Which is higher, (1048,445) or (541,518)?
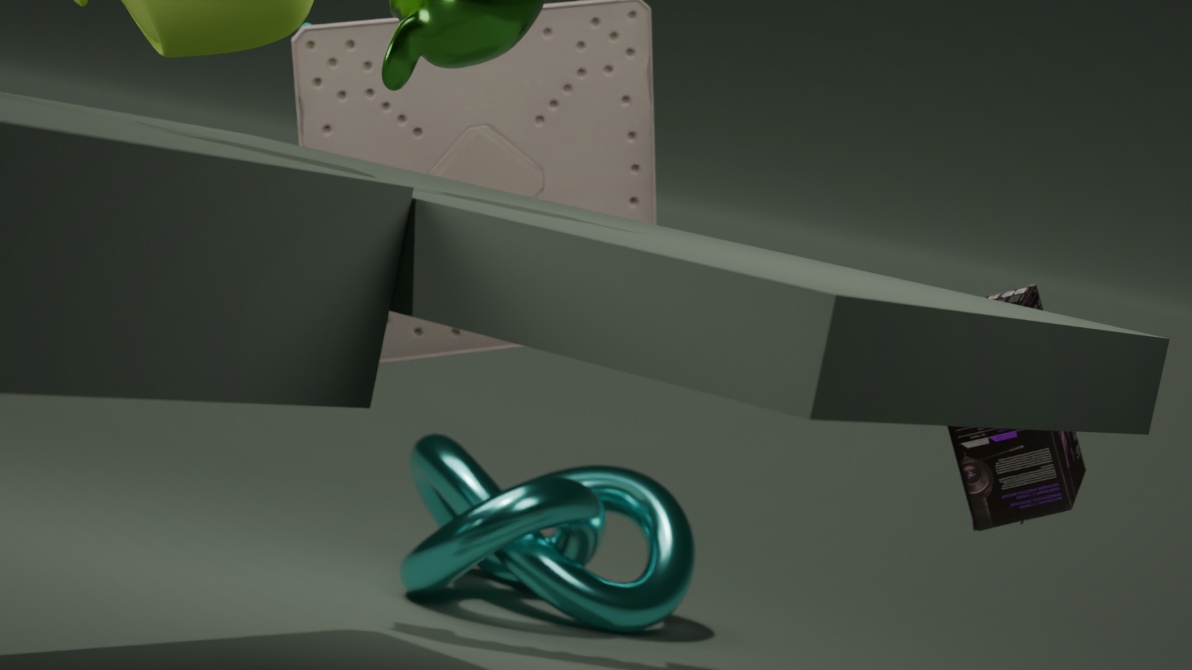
(1048,445)
